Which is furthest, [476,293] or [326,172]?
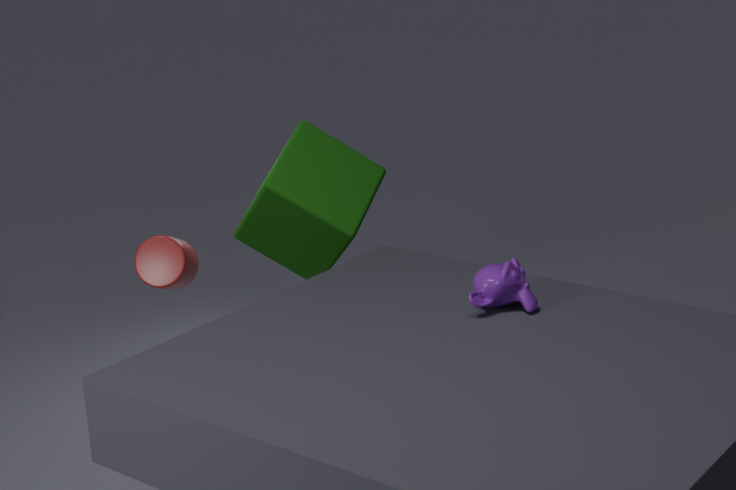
[326,172]
